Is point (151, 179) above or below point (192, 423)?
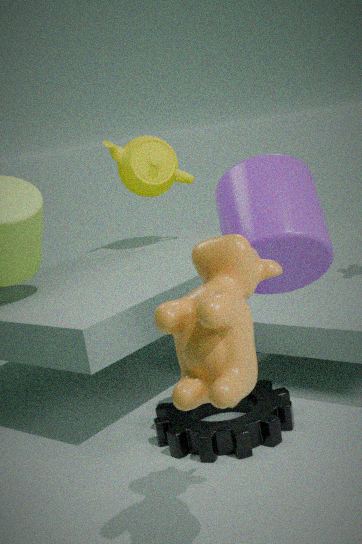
above
